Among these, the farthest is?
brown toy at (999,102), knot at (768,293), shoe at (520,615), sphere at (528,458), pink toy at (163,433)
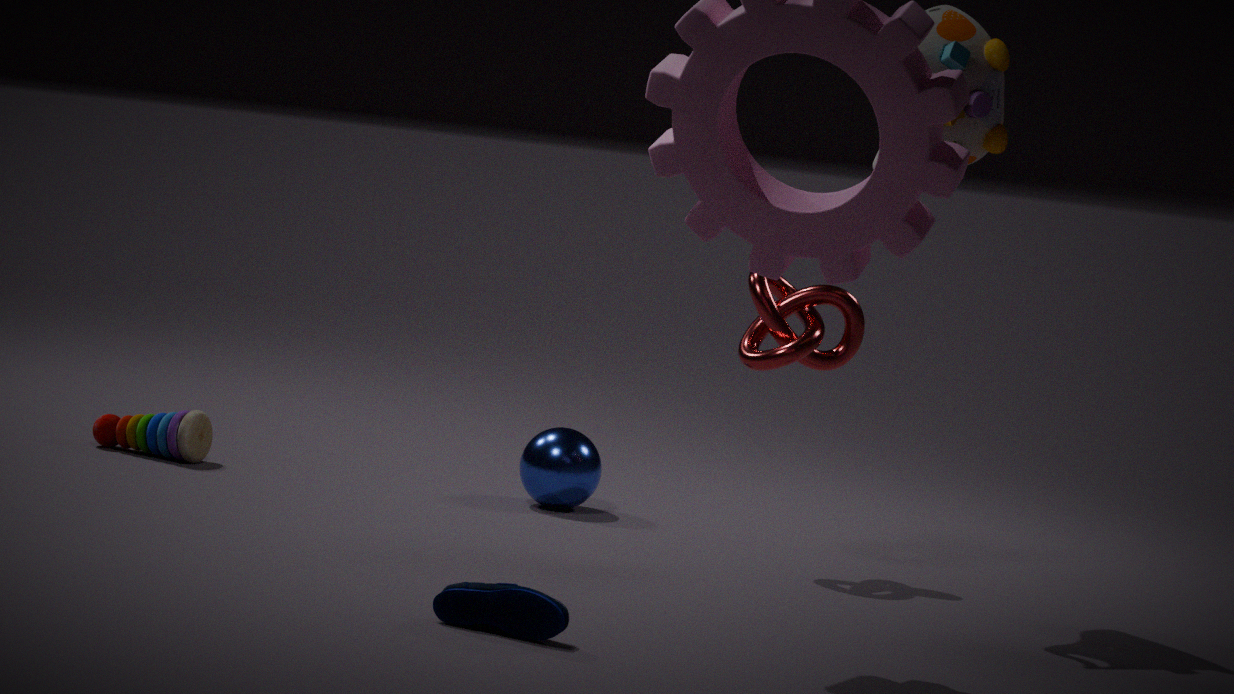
pink toy at (163,433)
